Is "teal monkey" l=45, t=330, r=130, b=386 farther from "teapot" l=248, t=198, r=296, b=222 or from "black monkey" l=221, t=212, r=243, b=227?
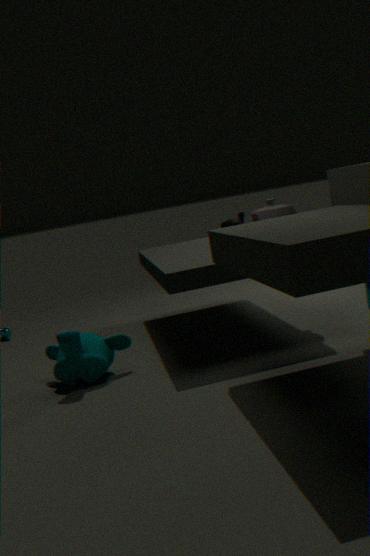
"black monkey" l=221, t=212, r=243, b=227
